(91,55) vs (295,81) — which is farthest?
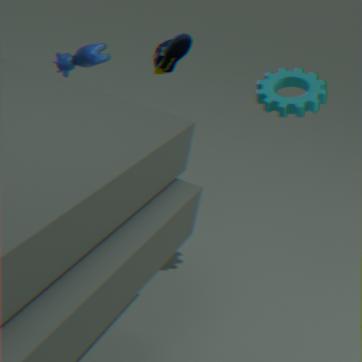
(91,55)
